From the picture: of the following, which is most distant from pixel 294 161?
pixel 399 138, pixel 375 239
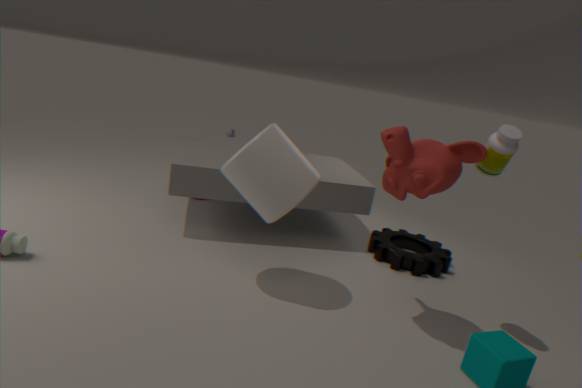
pixel 375 239
